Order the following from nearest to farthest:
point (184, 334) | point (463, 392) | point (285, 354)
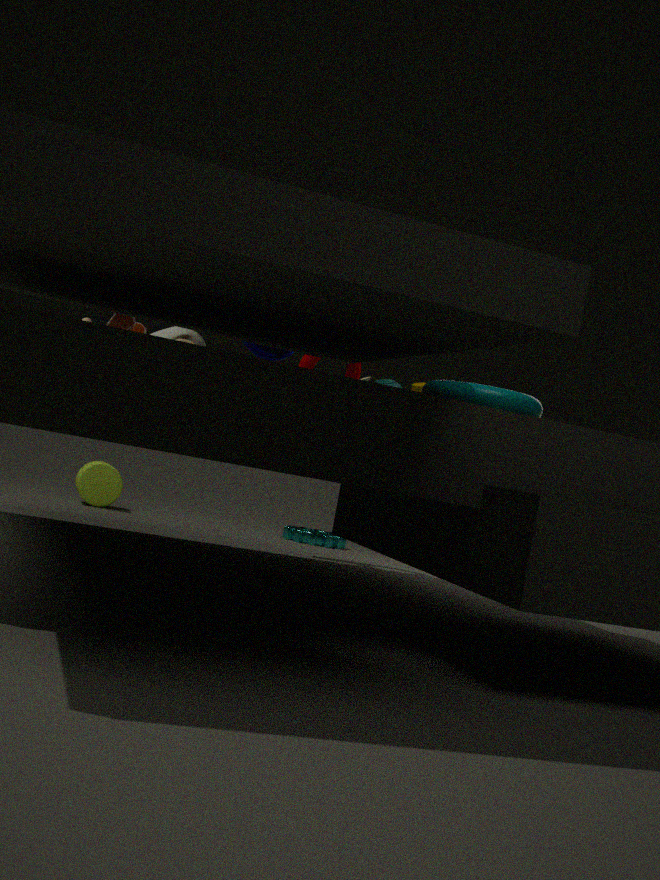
point (463, 392)
point (184, 334)
point (285, 354)
